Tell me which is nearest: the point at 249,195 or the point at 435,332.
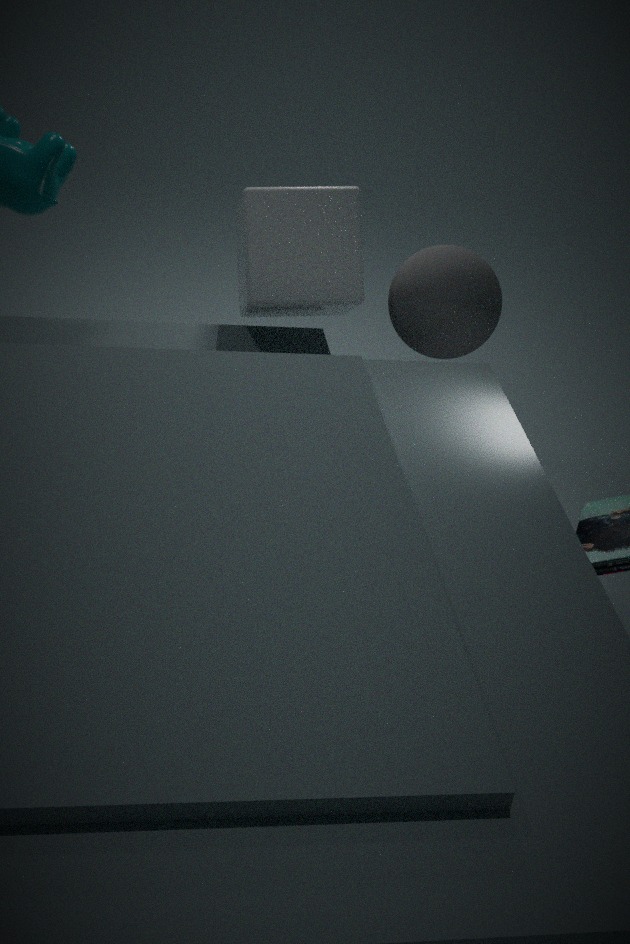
the point at 249,195
